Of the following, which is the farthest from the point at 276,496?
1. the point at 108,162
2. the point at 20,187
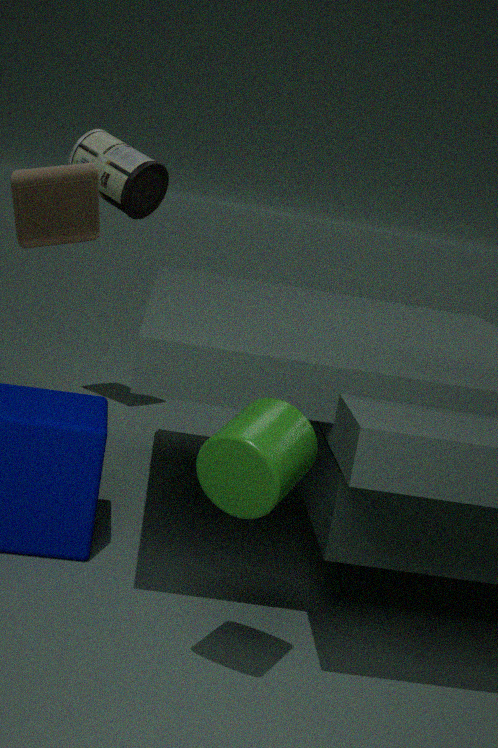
the point at 108,162
